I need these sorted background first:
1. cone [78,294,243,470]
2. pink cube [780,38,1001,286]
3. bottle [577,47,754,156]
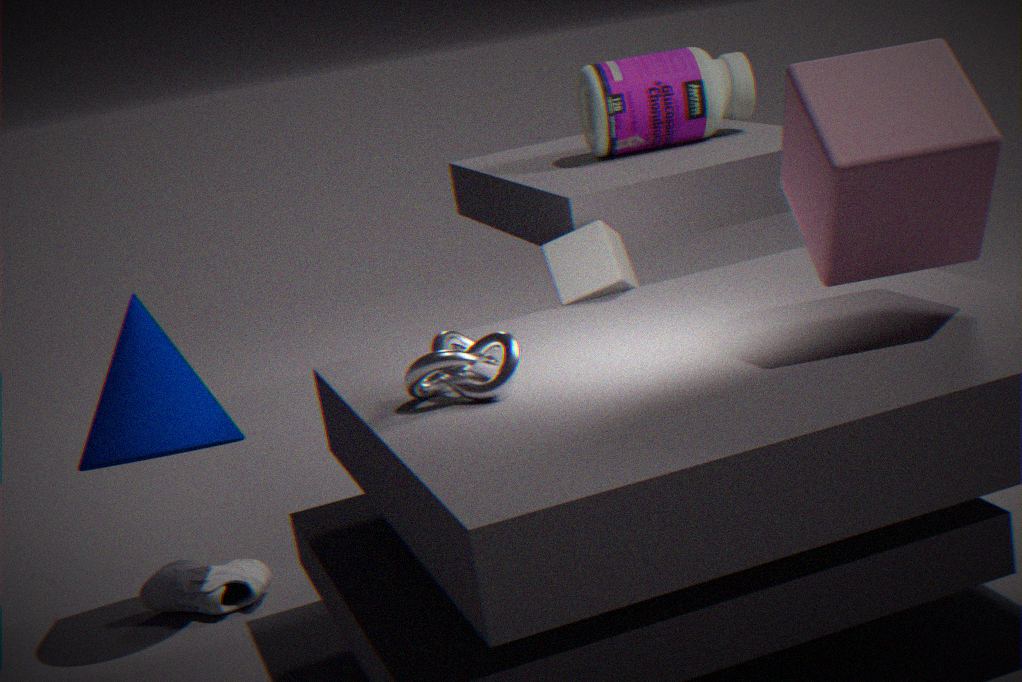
1. bottle [577,47,754,156]
2. cone [78,294,243,470]
3. pink cube [780,38,1001,286]
